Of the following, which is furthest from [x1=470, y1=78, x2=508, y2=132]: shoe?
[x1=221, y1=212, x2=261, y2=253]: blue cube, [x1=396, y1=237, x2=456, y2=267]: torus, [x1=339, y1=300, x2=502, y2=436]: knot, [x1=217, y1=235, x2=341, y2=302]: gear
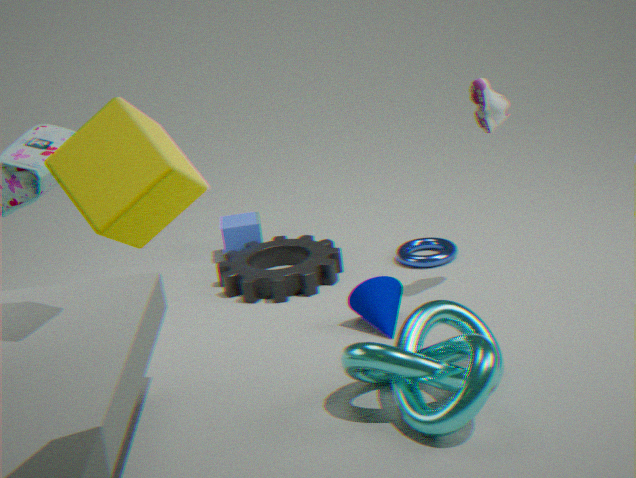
[x1=221, y1=212, x2=261, y2=253]: blue cube
